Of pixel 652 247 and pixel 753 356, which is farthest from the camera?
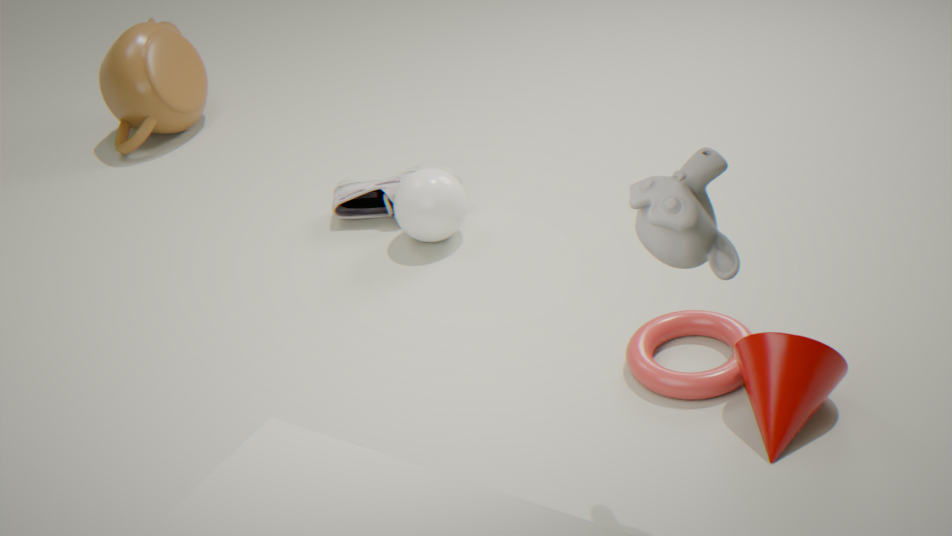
pixel 753 356
